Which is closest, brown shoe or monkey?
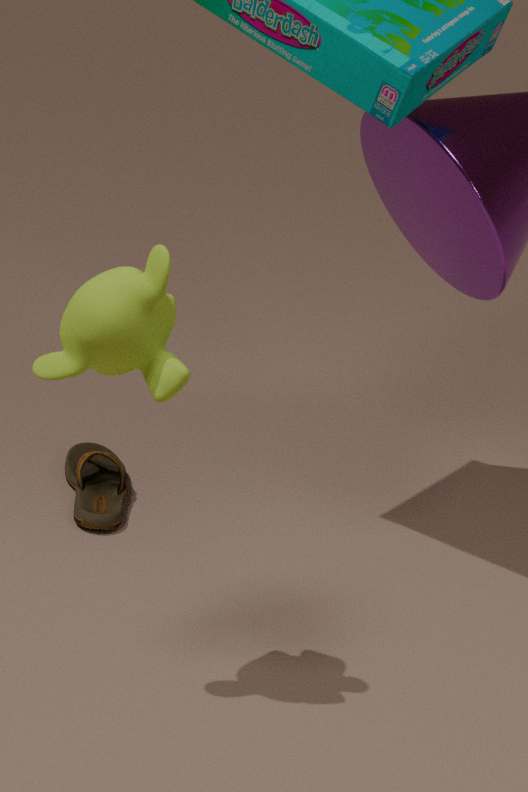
monkey
